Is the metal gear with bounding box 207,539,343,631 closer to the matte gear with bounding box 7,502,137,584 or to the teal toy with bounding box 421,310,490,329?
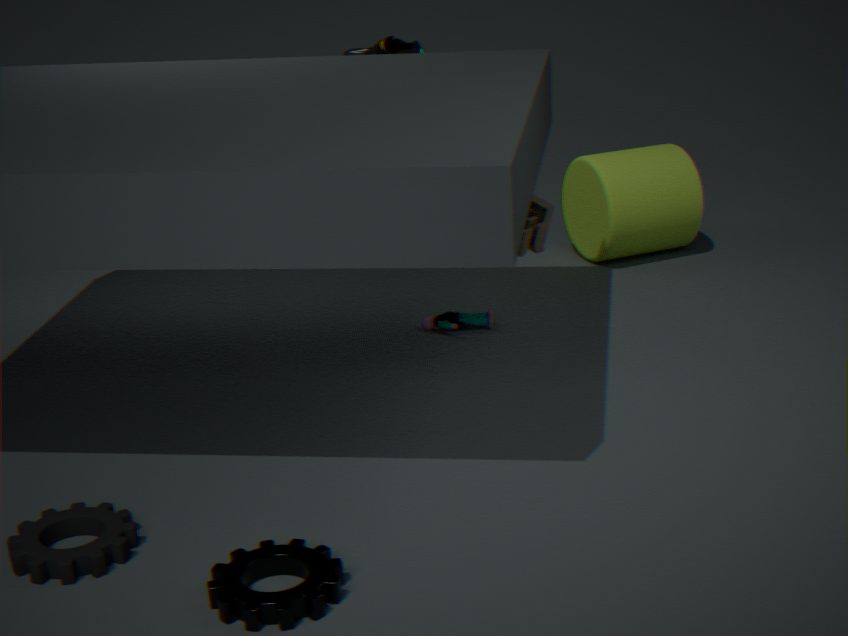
the matte gear with bounding box 7,502,137,584
